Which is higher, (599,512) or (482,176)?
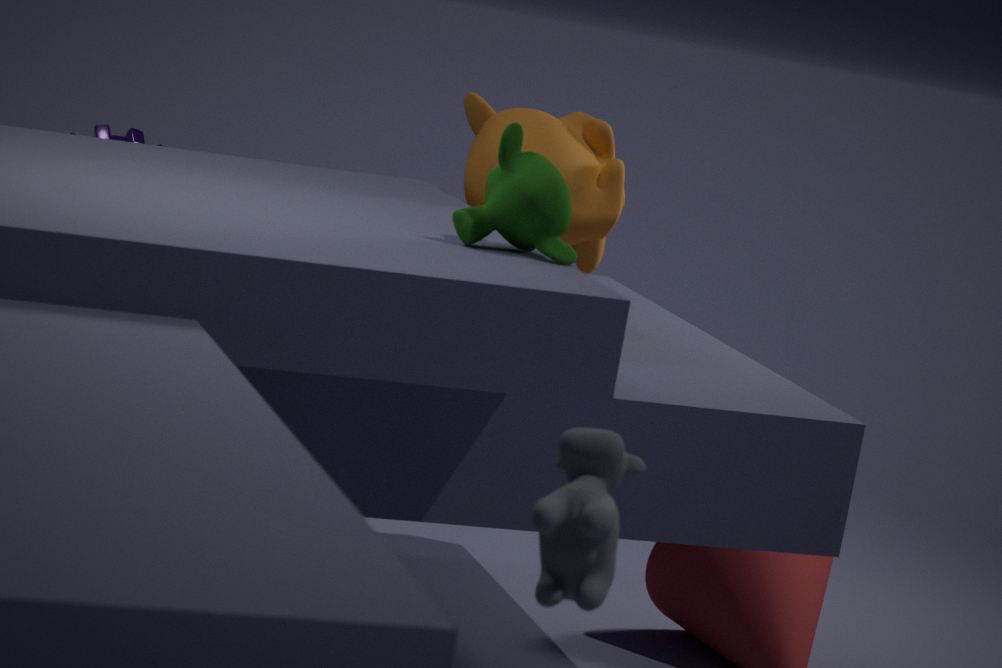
(482,176)
